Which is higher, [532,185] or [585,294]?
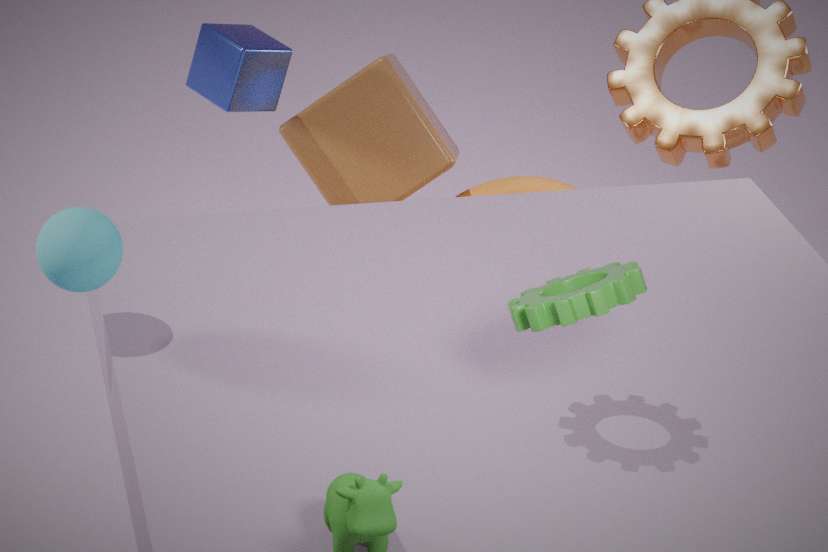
Answer: [585,294]
